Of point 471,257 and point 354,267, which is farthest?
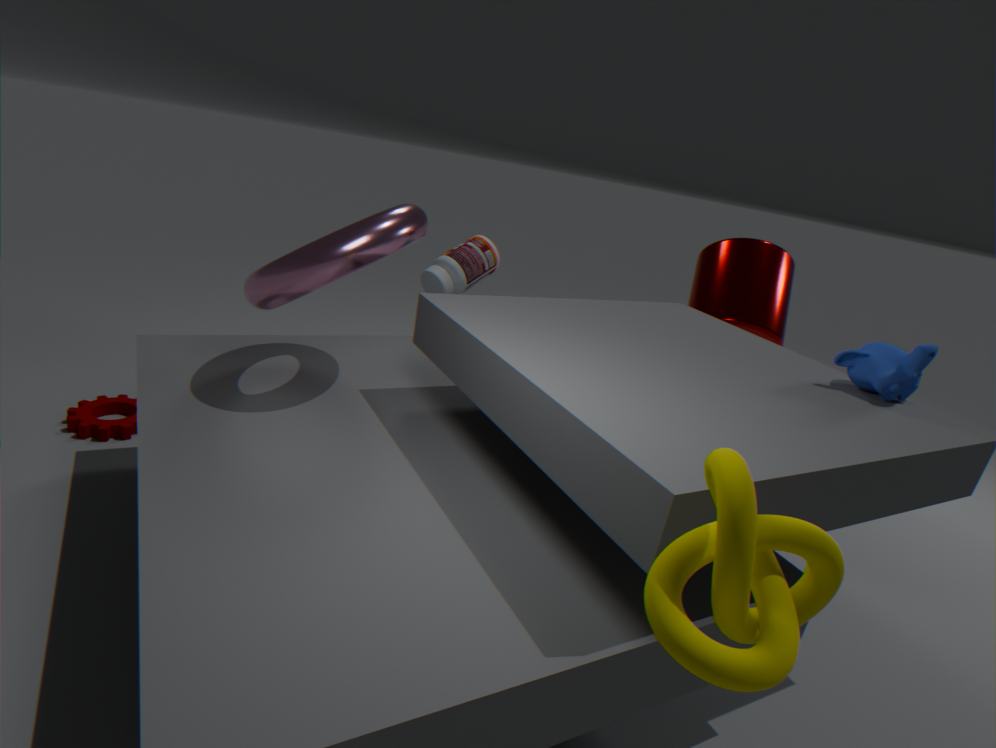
point 471,257
